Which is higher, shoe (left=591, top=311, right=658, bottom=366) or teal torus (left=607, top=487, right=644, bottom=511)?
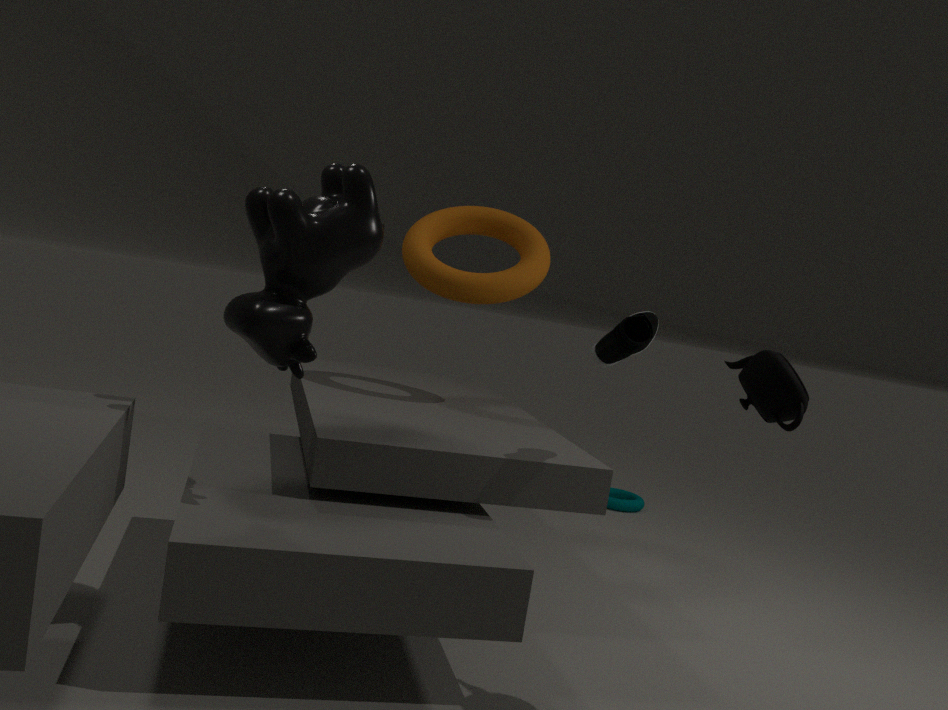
shoe (left=591, top=311, right=658, bottom=366)
